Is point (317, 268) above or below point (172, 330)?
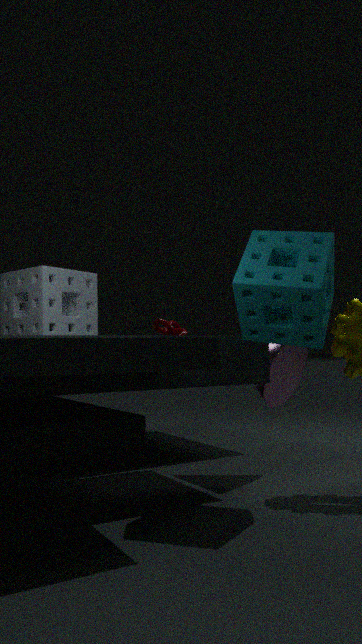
above
